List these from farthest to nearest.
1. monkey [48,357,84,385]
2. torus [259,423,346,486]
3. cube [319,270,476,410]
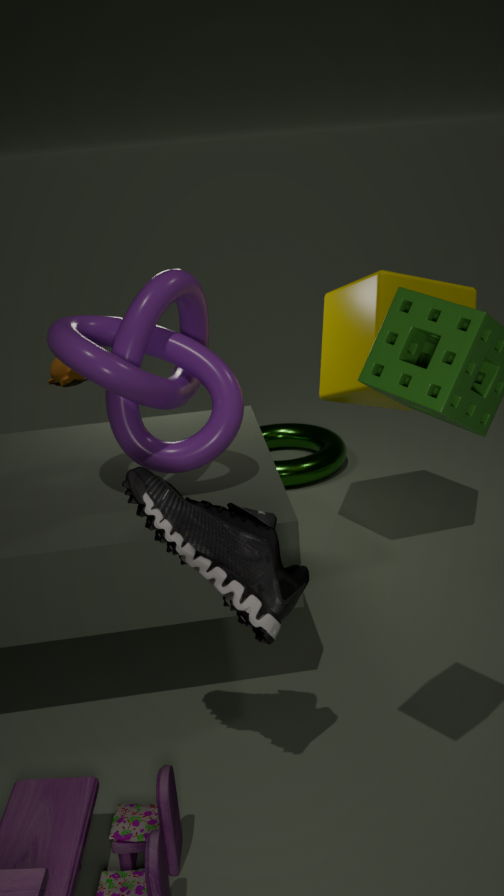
monkey [48,357,84,385] → torus [259,423,346,486] → cube [319,270,476,410]
